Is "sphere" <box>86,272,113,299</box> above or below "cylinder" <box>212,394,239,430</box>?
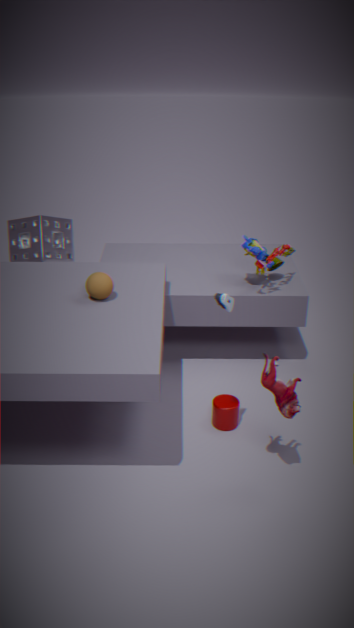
above
